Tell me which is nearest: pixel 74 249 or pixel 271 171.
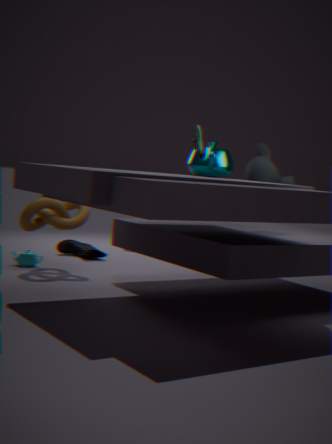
pixel 271 171
